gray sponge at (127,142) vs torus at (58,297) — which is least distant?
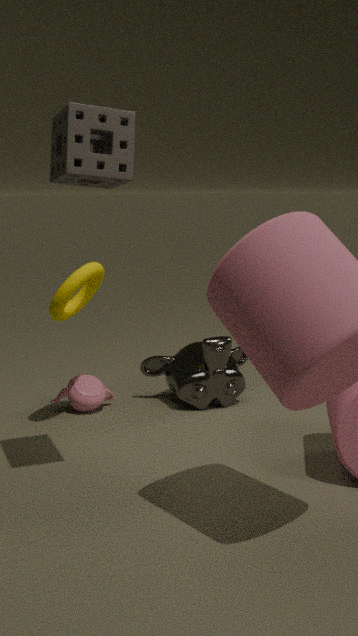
gray sponge at (127,142)
